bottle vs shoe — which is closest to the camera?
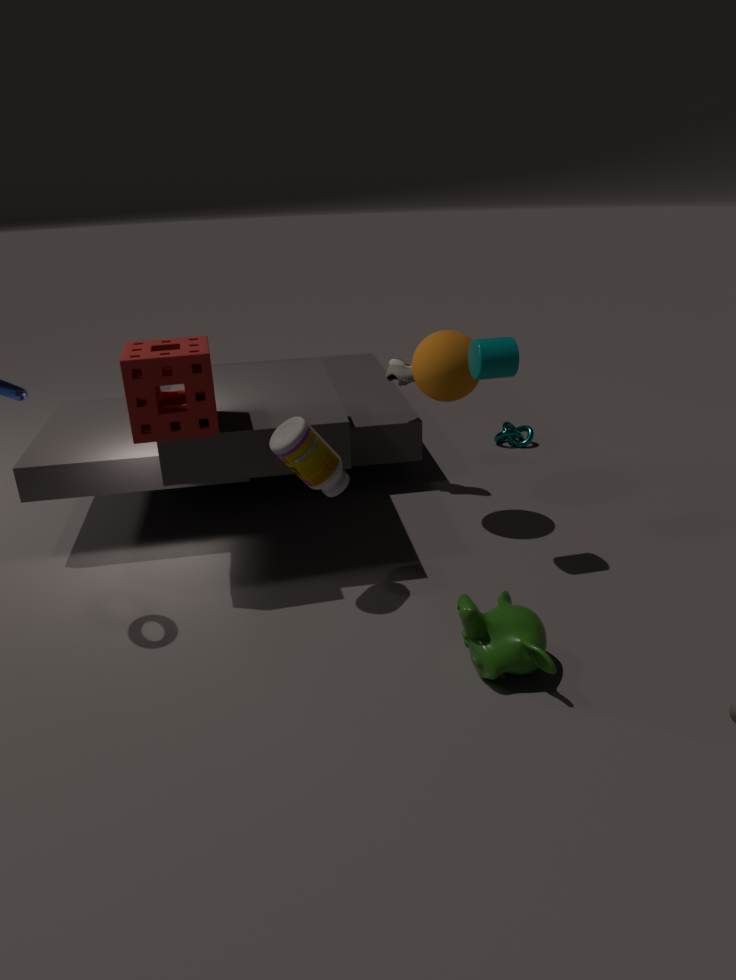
bottle
